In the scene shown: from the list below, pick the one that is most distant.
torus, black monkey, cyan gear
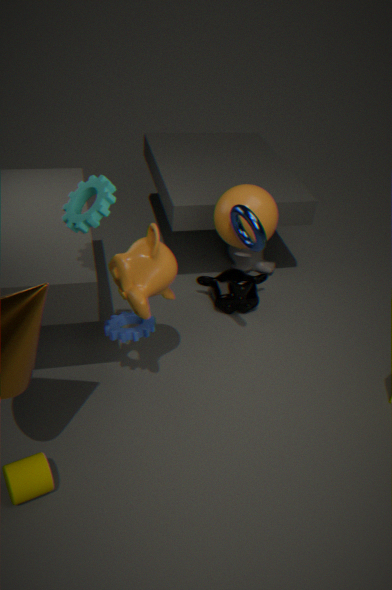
black monkey
